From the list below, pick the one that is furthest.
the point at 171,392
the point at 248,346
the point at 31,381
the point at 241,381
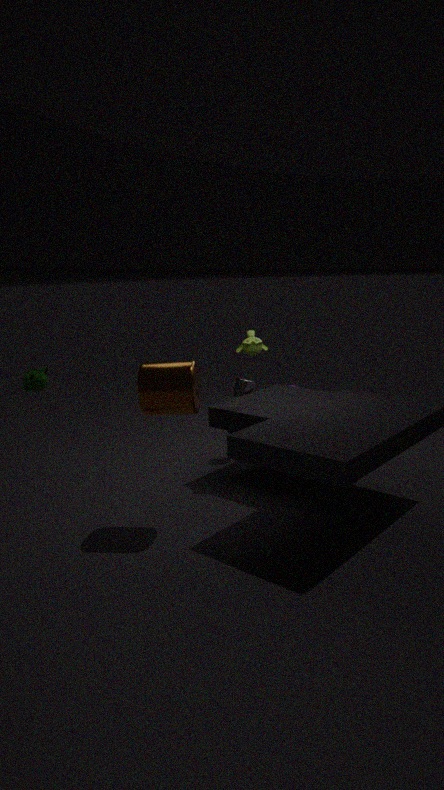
the point at 241,381
